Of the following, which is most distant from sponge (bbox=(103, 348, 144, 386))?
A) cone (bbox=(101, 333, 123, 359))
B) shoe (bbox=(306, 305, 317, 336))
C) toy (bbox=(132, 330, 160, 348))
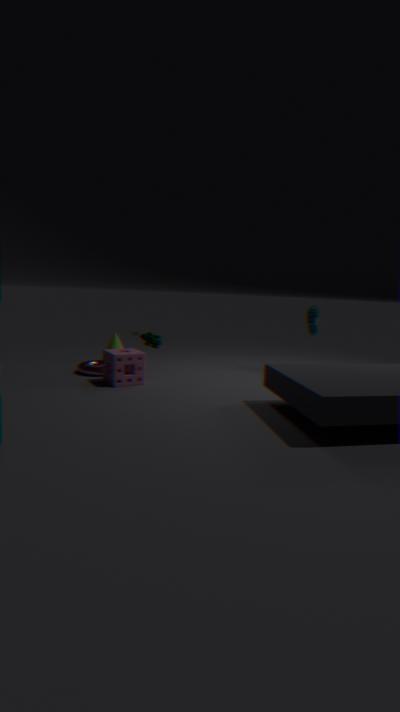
shoe (bbox=(306, 305, 317, 336))
